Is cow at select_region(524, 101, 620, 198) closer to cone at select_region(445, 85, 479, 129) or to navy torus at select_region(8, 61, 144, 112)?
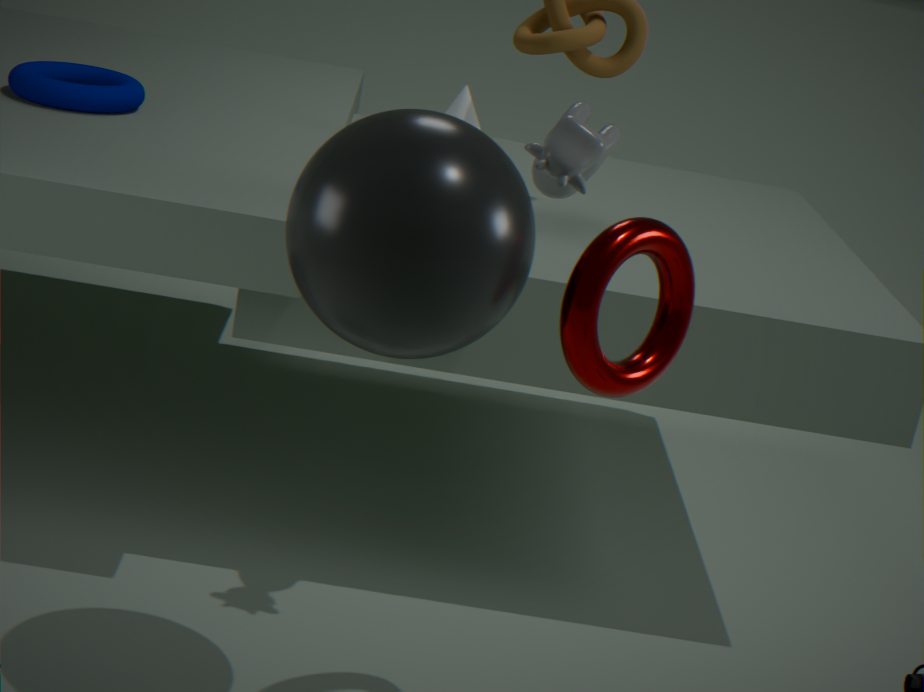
cone at select_region(445, 85, 479, 129)
